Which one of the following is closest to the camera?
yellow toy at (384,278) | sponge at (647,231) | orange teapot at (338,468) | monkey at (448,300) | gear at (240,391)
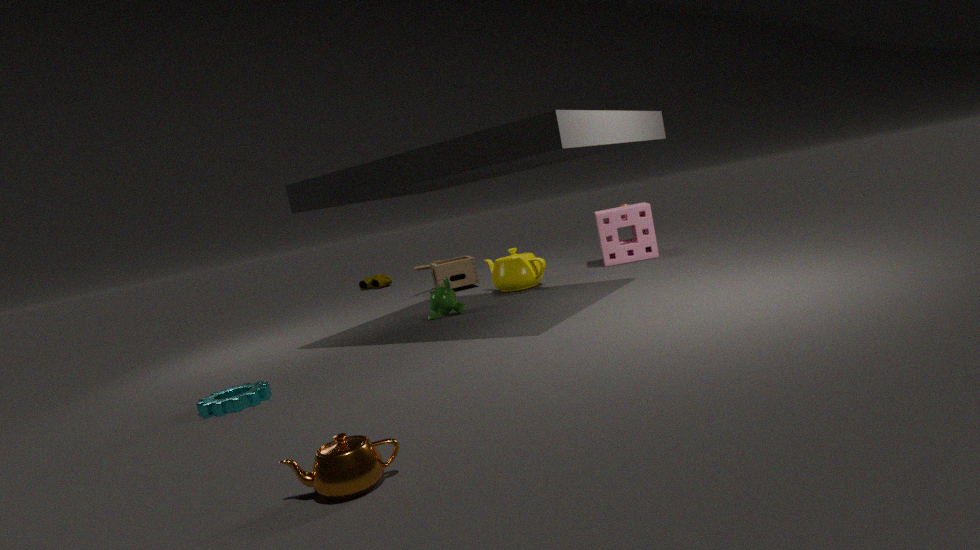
orange teapot at (338,468)
